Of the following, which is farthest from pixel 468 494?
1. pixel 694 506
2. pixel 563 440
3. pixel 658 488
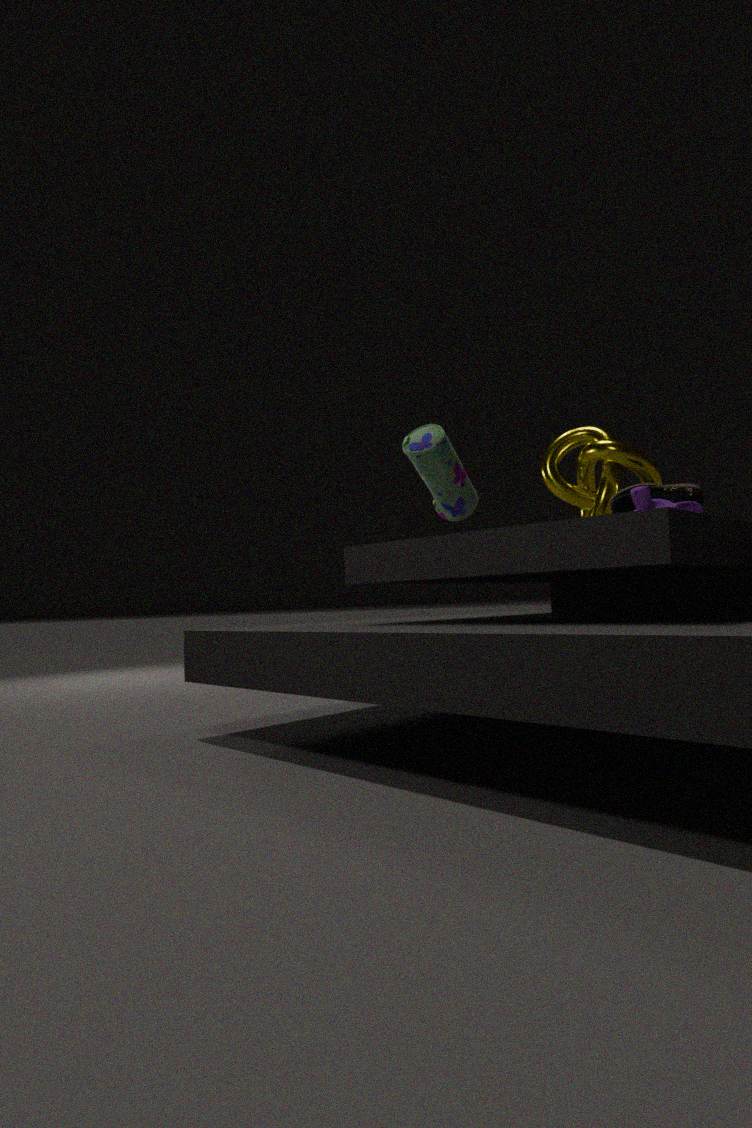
pixel 563 440
